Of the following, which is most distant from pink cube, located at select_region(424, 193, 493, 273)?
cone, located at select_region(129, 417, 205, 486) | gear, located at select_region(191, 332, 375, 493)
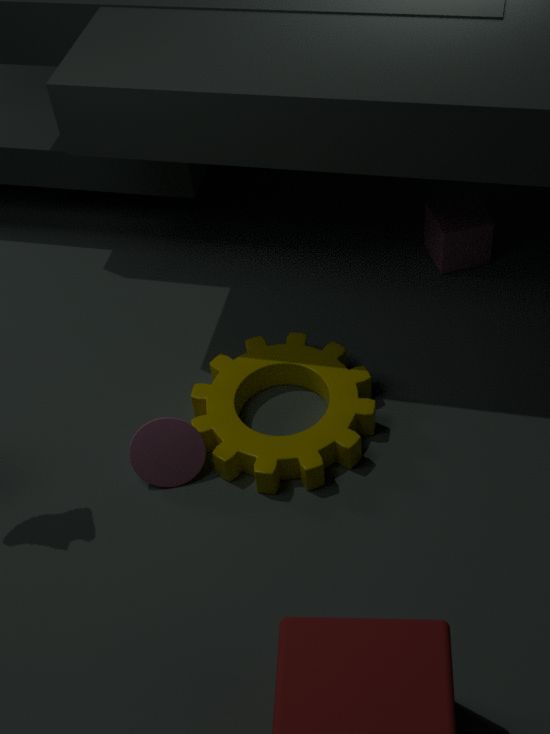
cone, located at select_region(129, 417, 205, 486)
